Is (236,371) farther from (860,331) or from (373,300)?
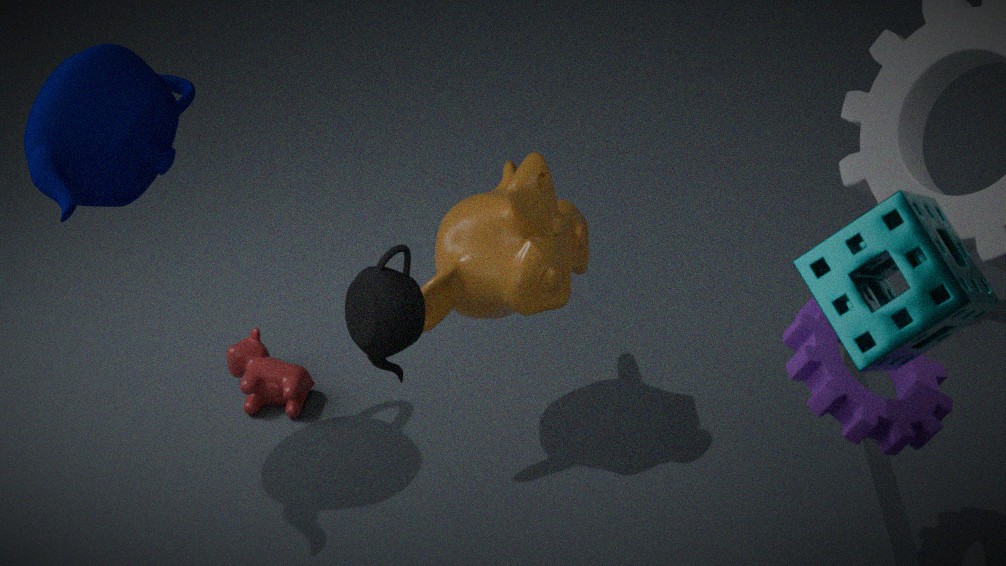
(860,331)
